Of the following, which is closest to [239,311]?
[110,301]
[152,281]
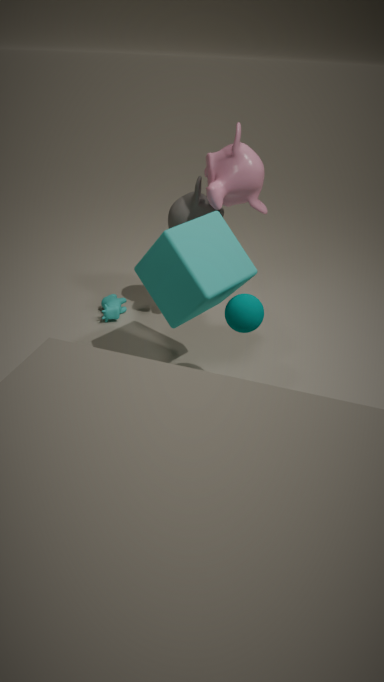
[152,281]
